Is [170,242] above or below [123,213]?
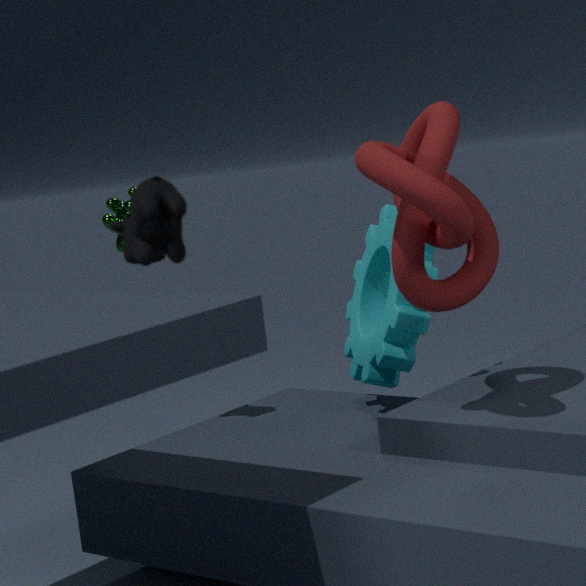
above
